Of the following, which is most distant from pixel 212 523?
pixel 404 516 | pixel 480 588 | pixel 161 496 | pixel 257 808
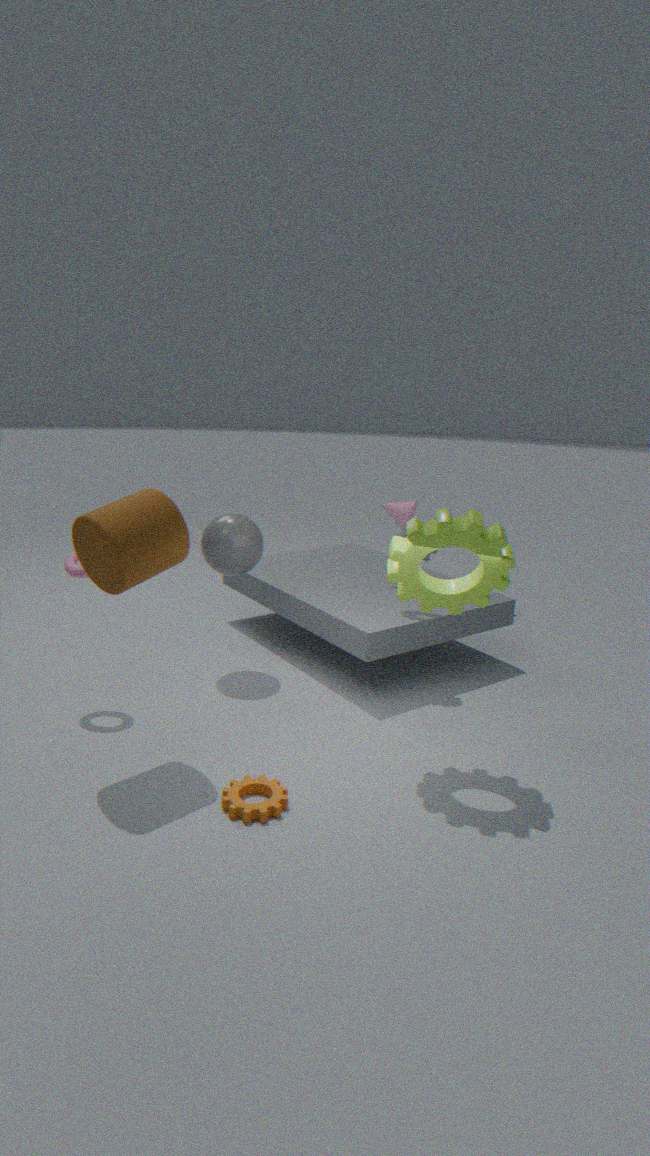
pixel 257 808
